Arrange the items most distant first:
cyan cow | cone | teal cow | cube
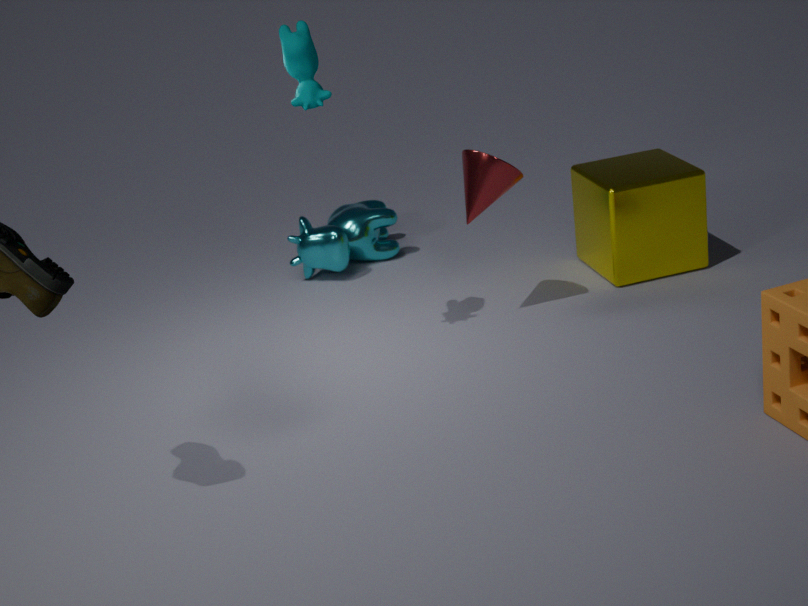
1. cyan cow
2. cube
3. cone
4. teal cow
